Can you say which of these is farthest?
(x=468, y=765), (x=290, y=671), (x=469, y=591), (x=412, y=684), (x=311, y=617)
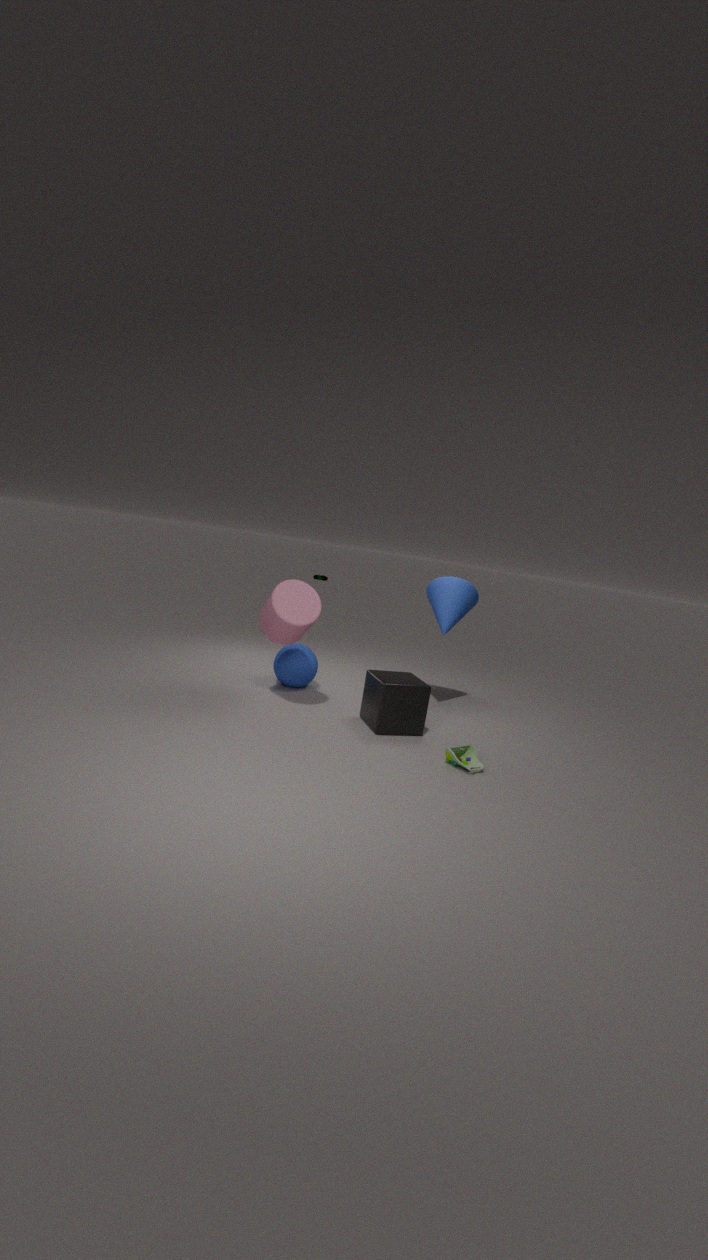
(x=469, y=591)
